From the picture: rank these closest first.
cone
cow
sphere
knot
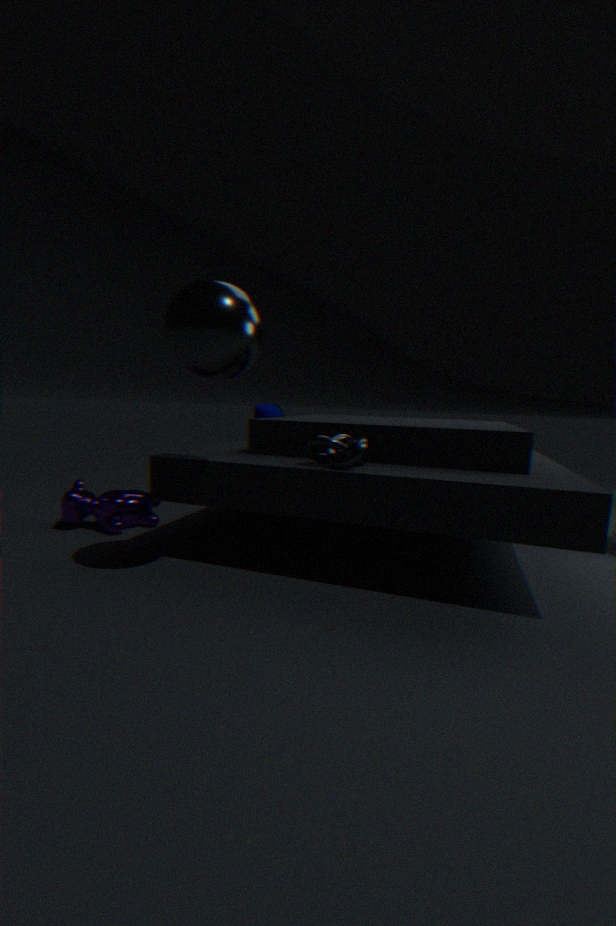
sphere < knot < cow < cone
